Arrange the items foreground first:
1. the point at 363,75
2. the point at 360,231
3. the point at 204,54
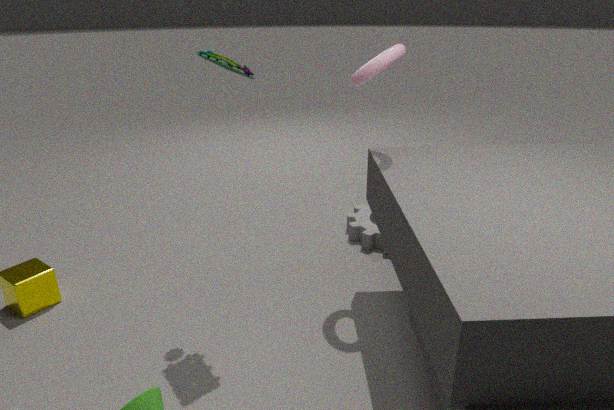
the point at 204,54 < the point at 363,75 < the point at 360,231
